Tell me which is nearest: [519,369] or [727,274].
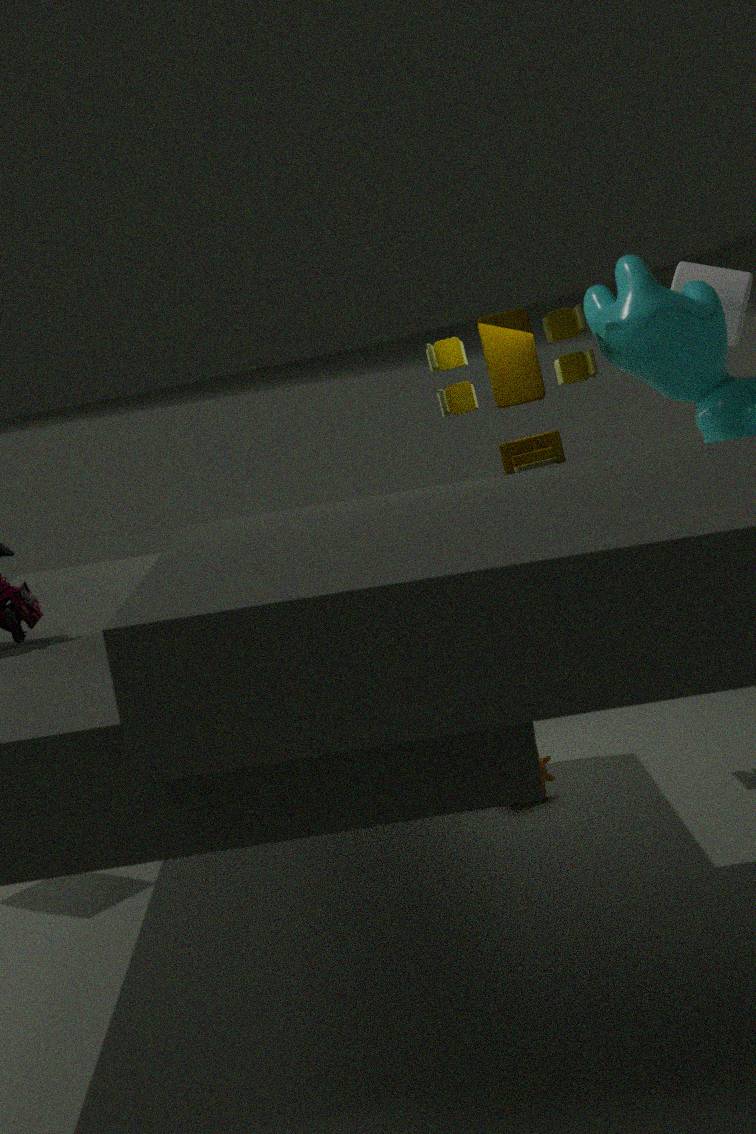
[519,369]
